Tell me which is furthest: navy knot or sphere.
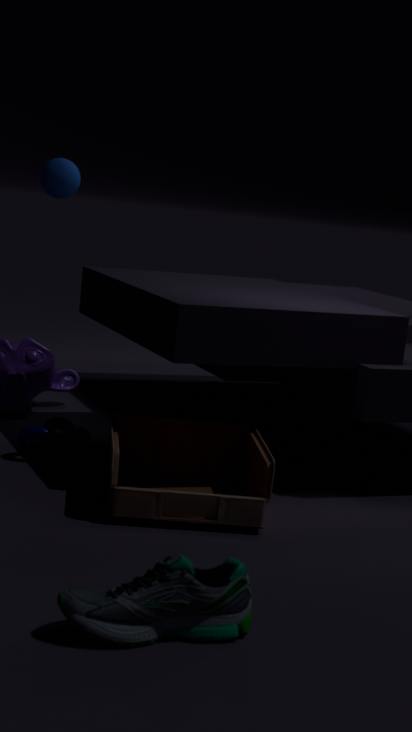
sphere
